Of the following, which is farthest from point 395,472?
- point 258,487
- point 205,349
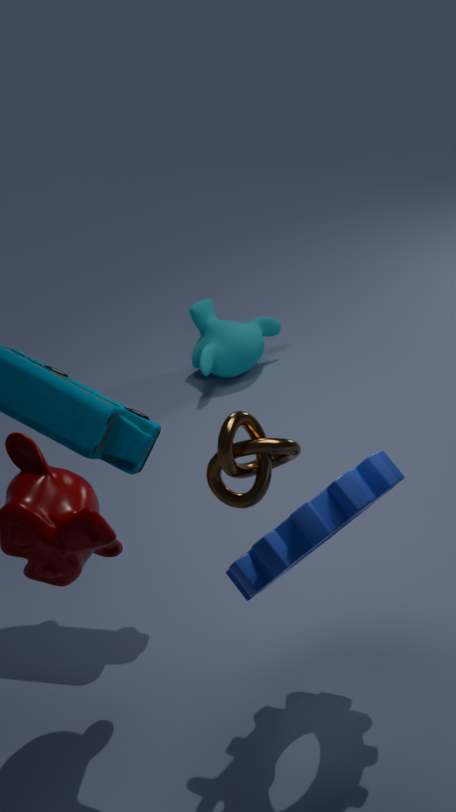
point 205,349
